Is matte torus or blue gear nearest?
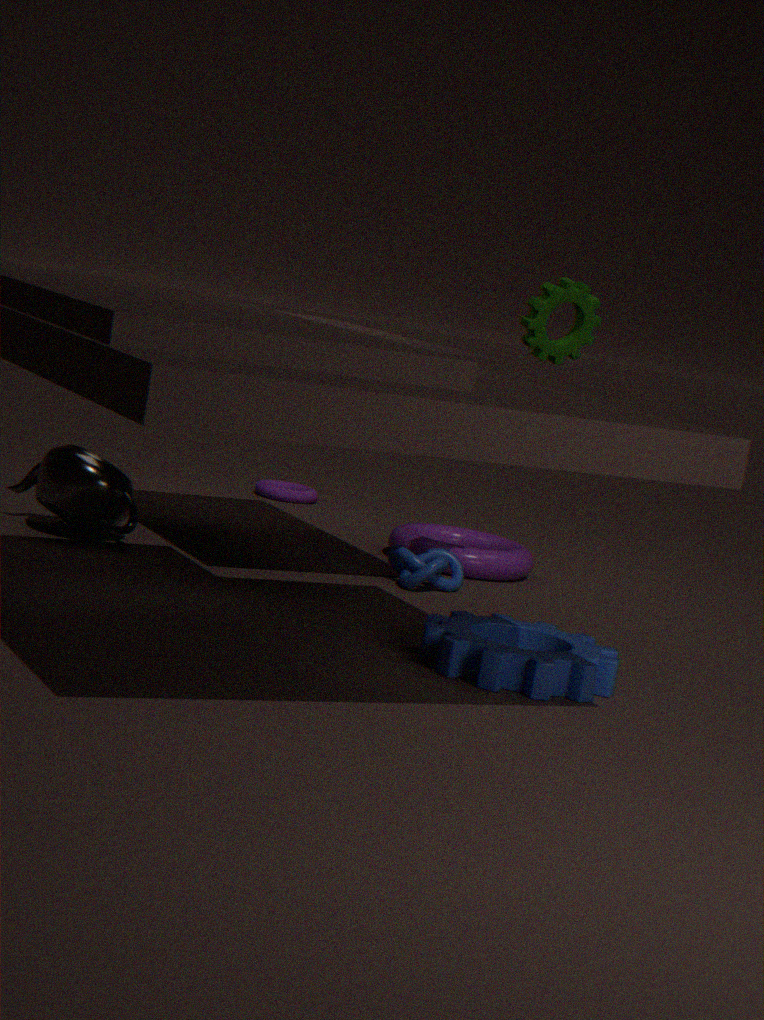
blue gear
